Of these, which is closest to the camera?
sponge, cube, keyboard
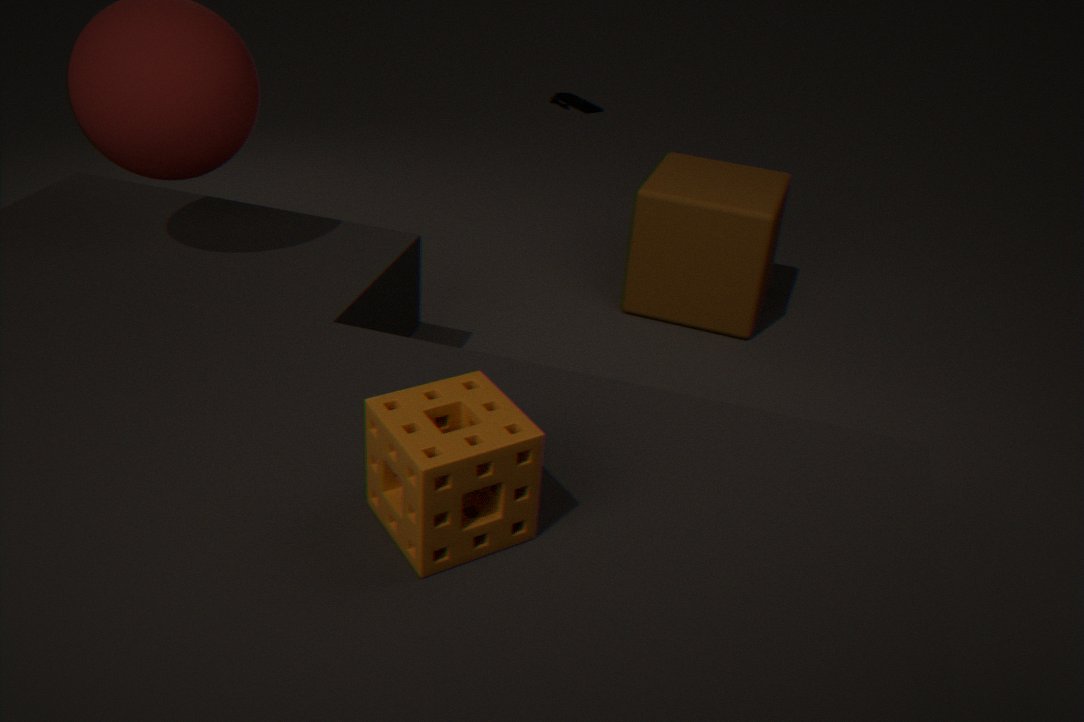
sponge
